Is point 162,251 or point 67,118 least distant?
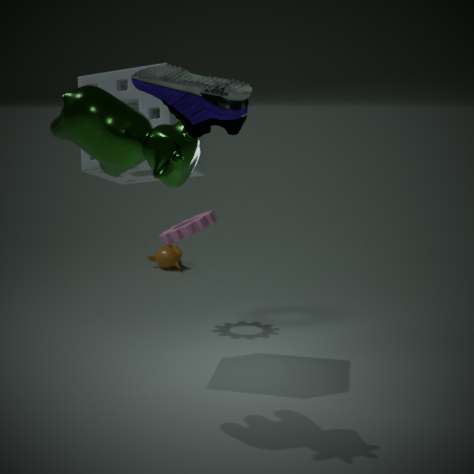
point 67,118
